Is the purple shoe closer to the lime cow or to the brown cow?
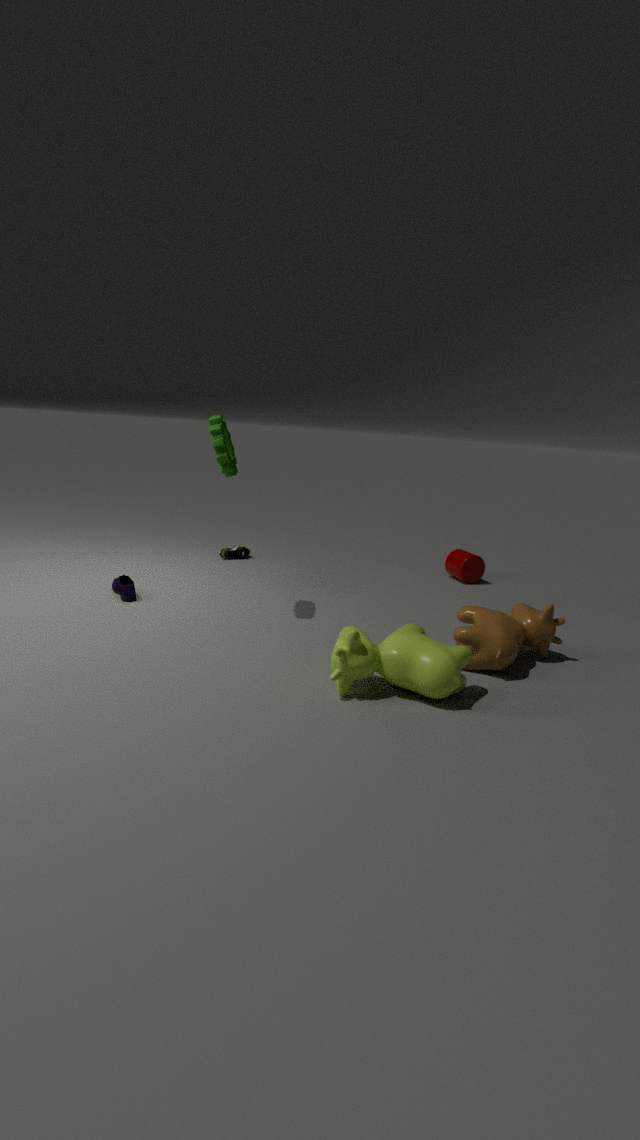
the lime cow
